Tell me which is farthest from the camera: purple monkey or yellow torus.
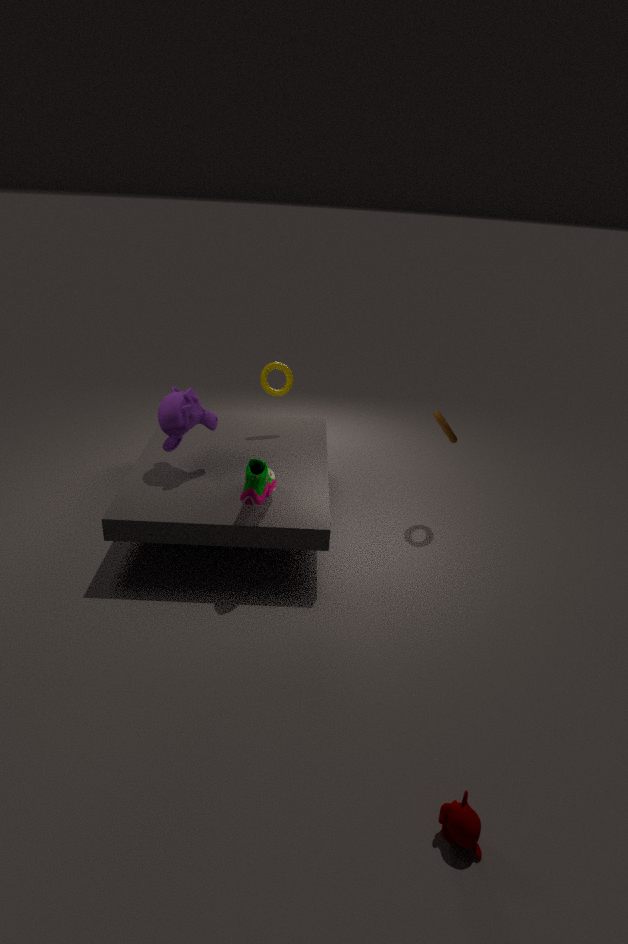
yellow torus
